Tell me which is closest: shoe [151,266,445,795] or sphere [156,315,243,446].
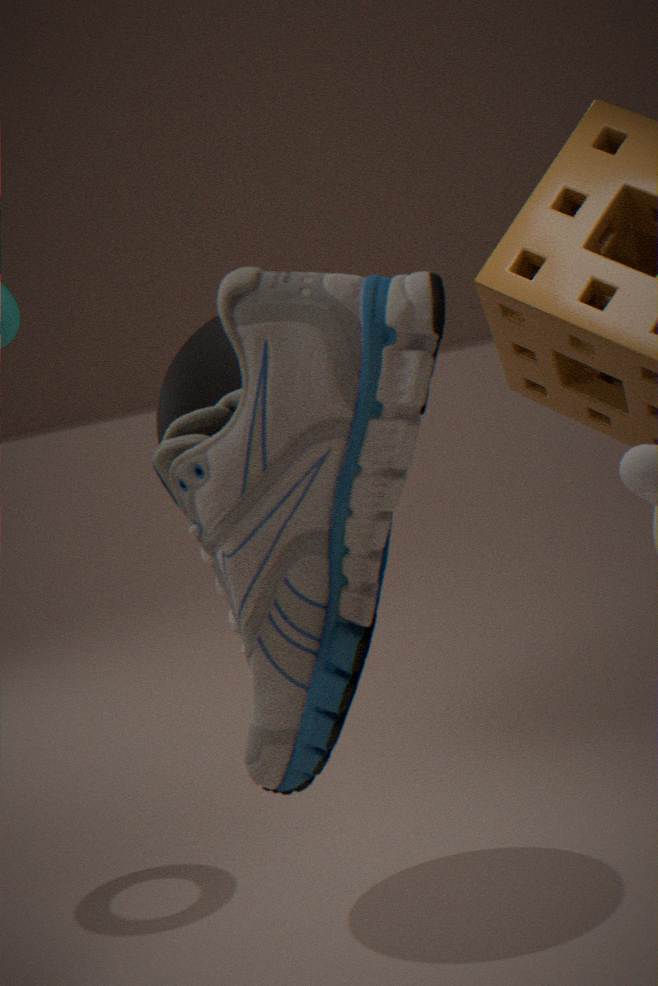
shoe [151,266,445,795]
